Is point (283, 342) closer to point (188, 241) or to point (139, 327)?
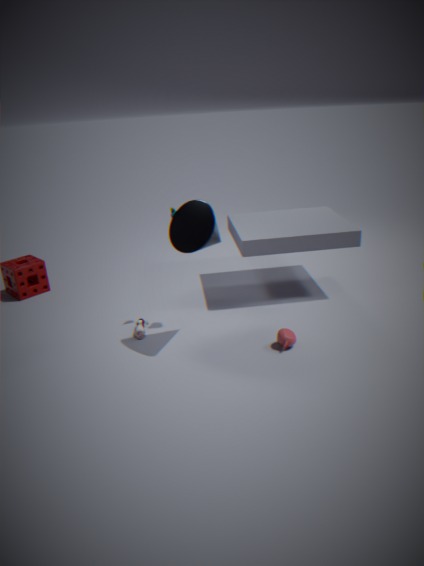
point (188, 241)
